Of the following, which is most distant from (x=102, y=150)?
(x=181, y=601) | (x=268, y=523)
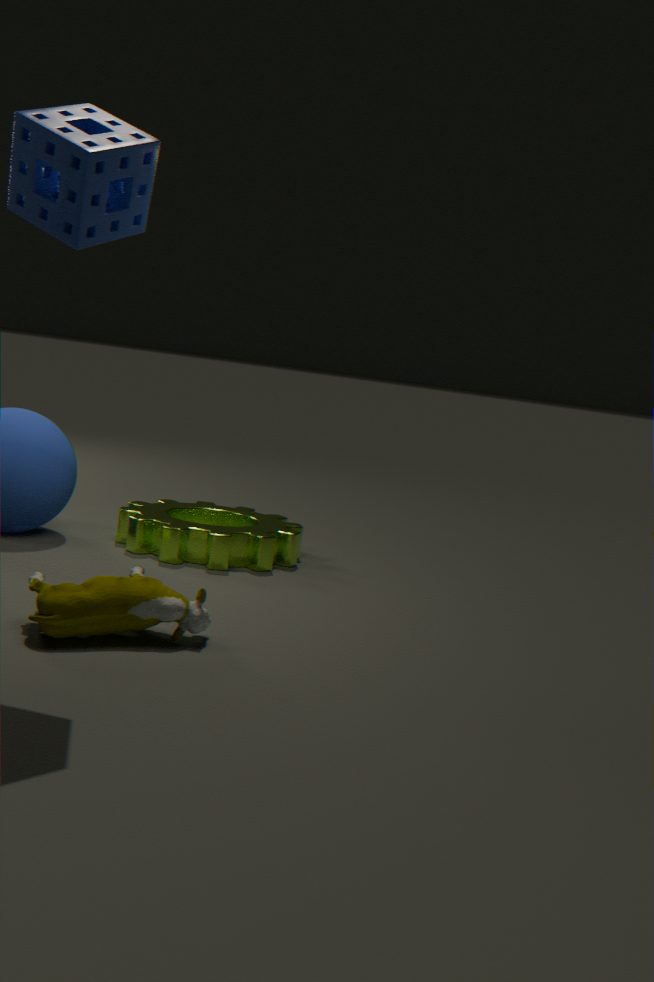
(x=268, y=523)
